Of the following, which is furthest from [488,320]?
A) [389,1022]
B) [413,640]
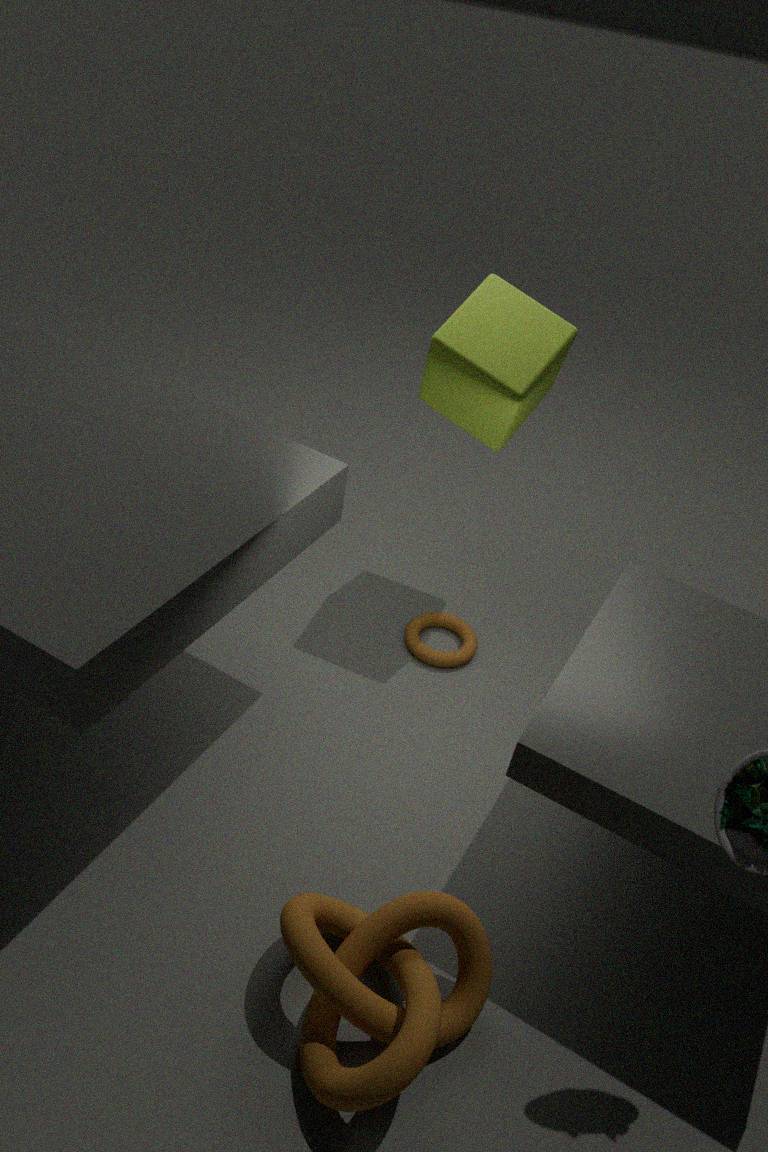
[389,1022]
